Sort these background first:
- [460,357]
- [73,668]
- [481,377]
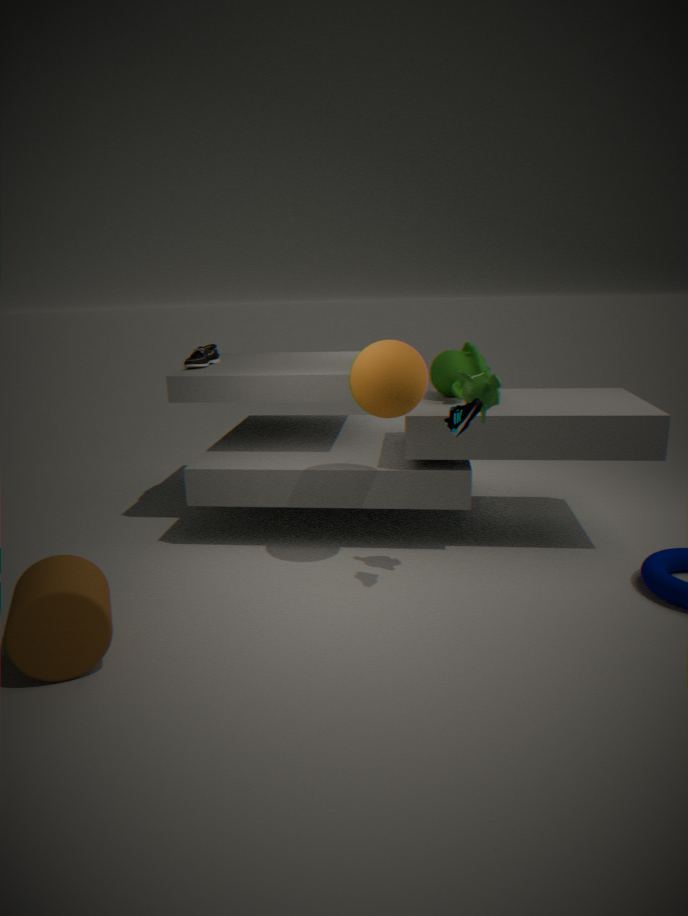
[460,357] → [481,377] → [73,668]
